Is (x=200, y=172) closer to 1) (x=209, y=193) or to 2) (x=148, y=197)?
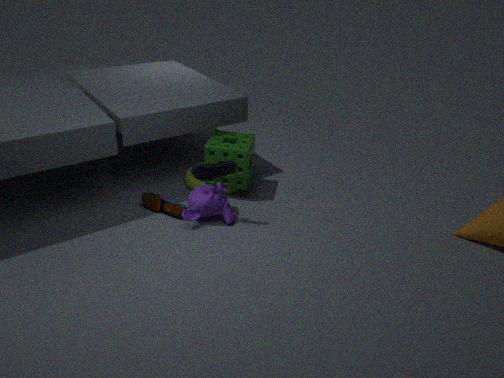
1) (x=209, y=193)
